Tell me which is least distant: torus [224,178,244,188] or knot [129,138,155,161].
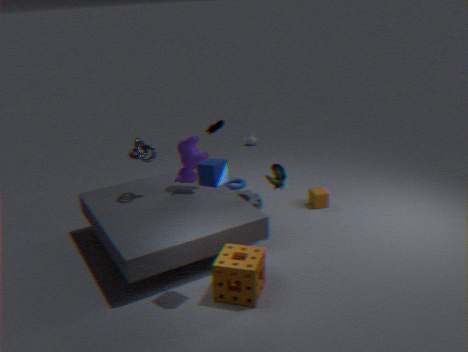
knot [129,138,155,161]
